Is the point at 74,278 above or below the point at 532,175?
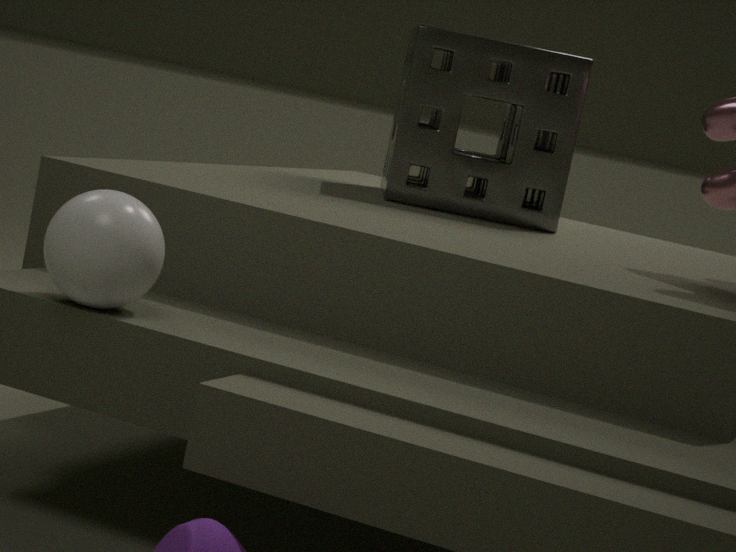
below
